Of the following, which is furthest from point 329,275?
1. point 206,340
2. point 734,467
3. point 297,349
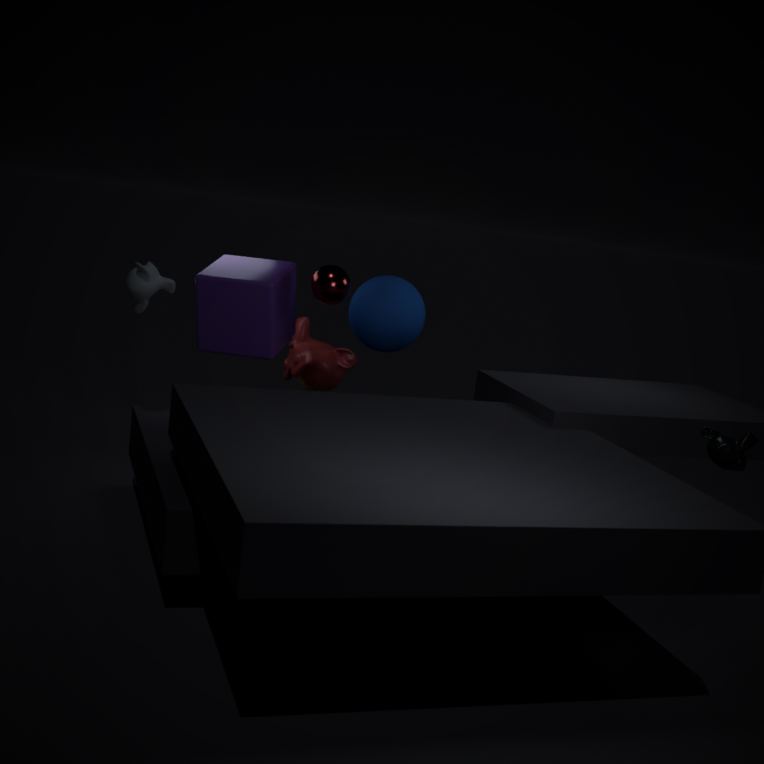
point 734,467
